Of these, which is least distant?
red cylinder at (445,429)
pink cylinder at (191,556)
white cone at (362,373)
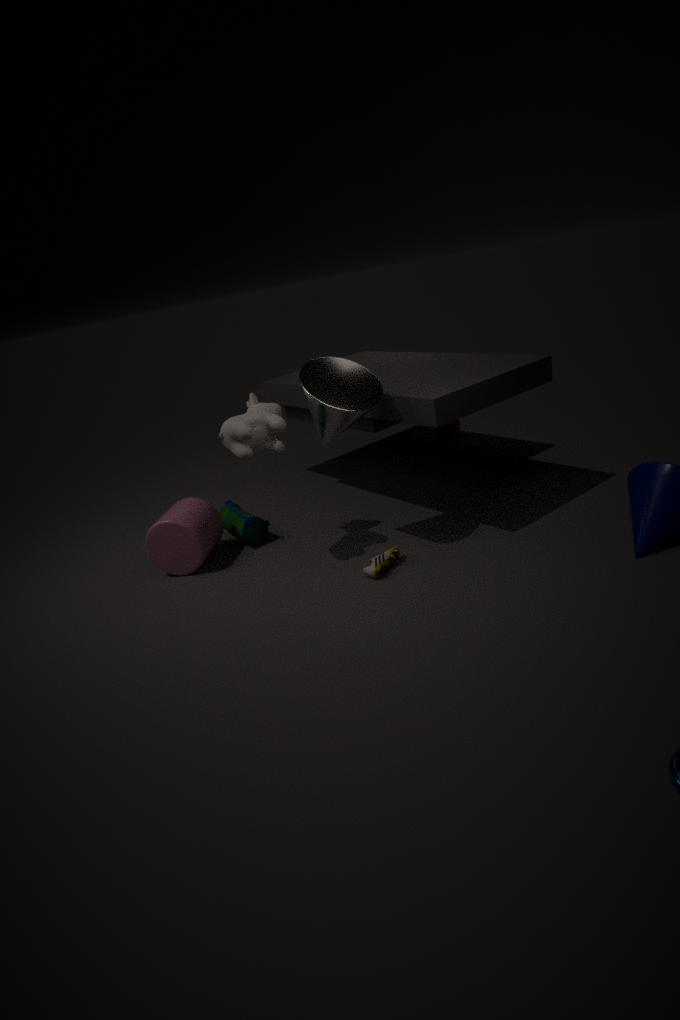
white cone at (362,373)
